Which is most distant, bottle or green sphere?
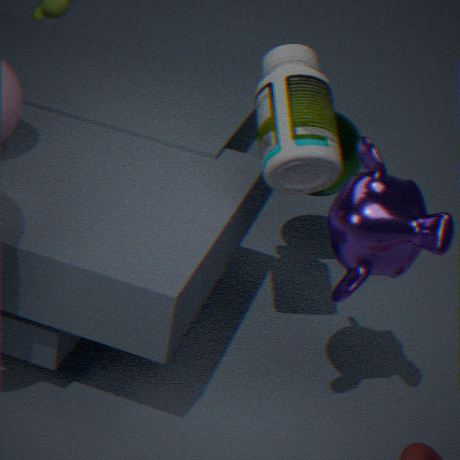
green sphere
